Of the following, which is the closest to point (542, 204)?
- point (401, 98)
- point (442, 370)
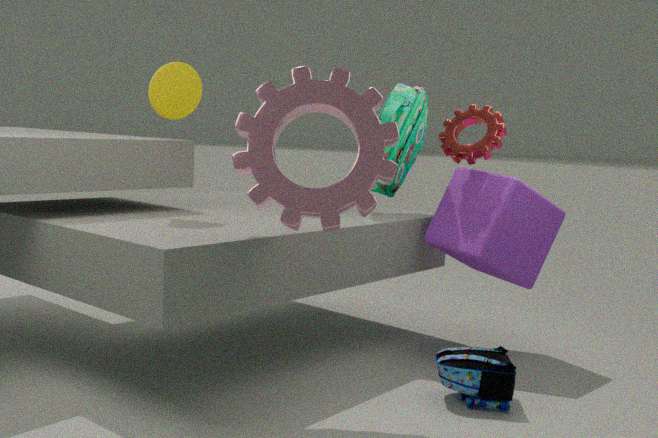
point (401, 98)
